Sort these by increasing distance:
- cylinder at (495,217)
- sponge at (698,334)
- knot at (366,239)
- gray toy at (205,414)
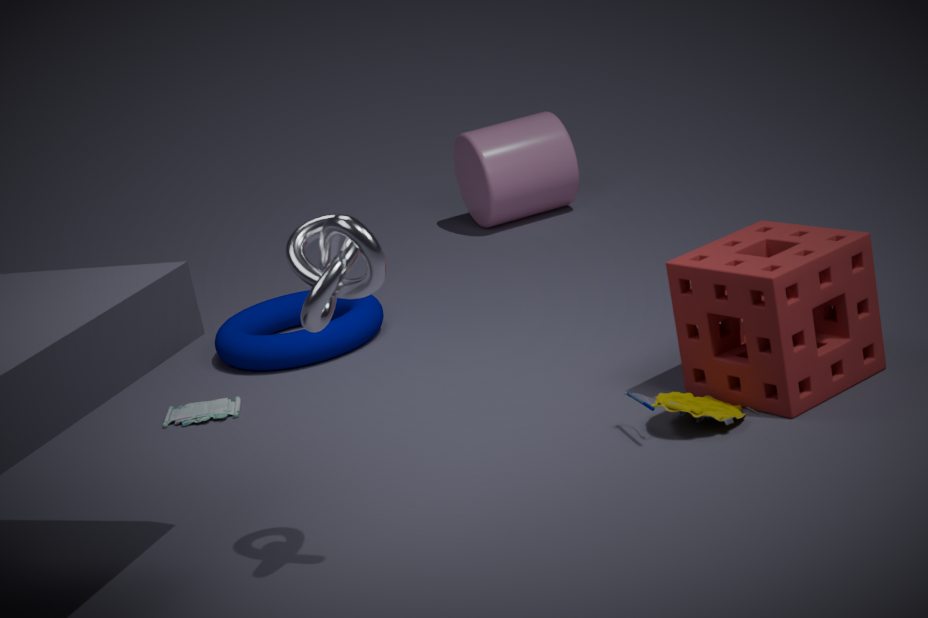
knot at (366,239) → sponge at (698,334) → gray toy at (205,414) → cylinder at (495,217)
